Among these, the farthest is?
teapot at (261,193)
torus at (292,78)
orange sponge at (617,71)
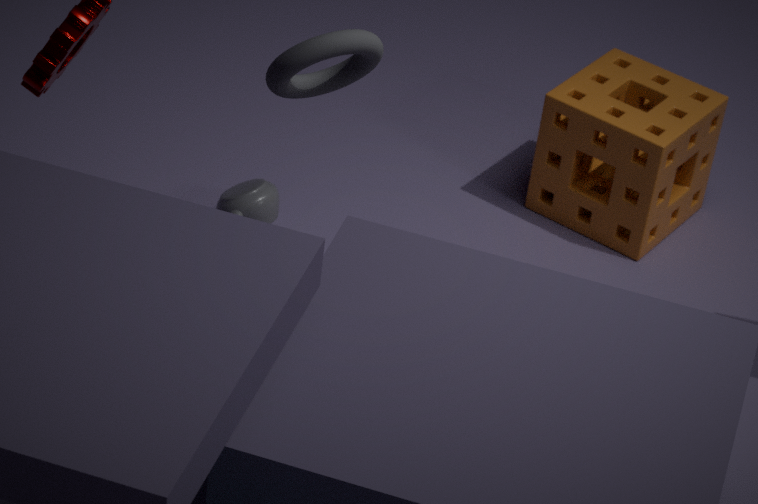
orange sponge at (617,71)
